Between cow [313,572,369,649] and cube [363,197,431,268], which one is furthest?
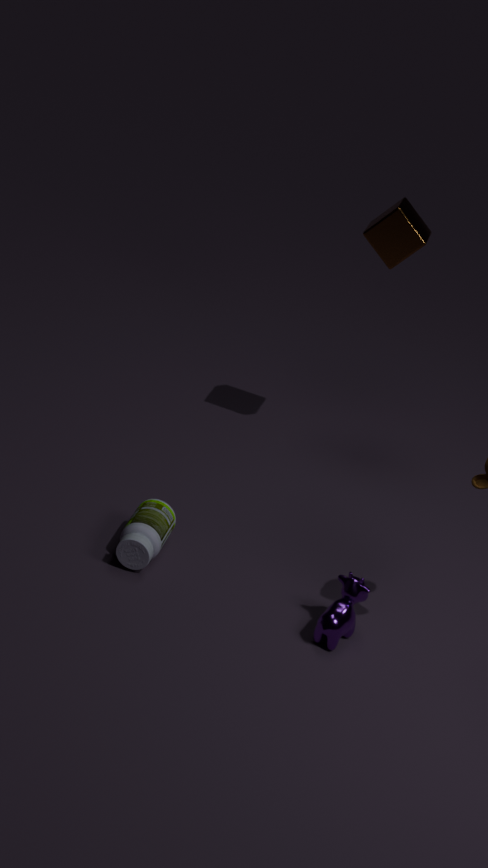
cube [363,197,431,268]
